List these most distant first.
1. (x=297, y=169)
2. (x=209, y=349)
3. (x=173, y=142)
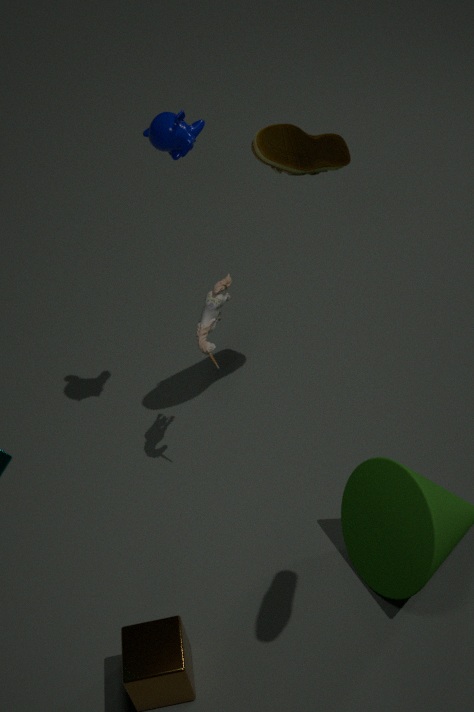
1. (x=209, y=349)
2. (x=173, y=142)
3. (x=297, y=169)
